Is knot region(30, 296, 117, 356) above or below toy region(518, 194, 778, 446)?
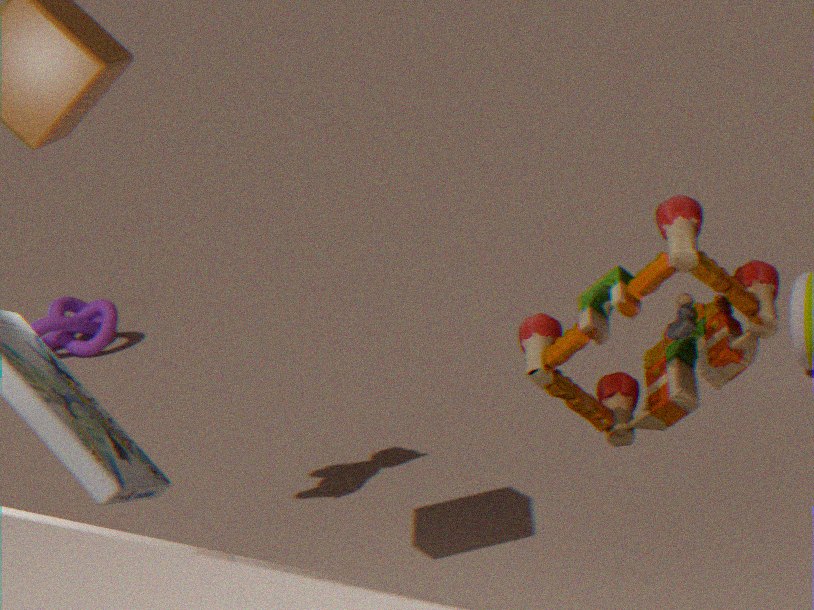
below
